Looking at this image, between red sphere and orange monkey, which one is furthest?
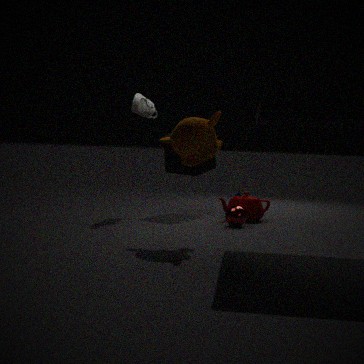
red sphere
